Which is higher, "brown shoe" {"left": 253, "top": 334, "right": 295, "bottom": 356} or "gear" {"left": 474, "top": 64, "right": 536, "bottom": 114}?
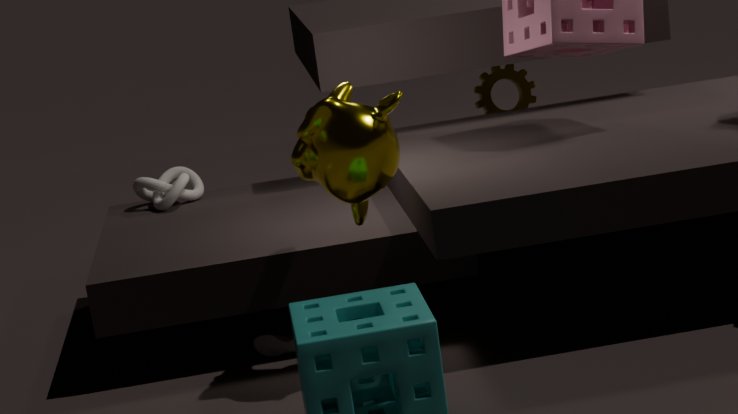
"gear" {"left": 474, "top": 64, "right": 536, "bottom": 114}
